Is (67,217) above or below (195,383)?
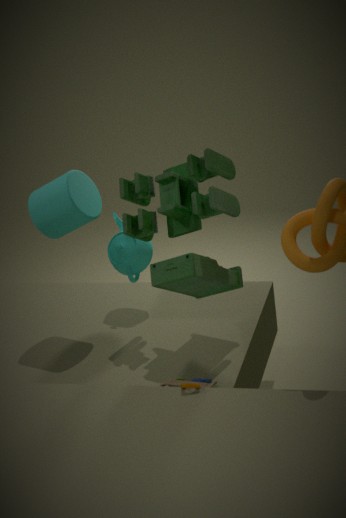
above
